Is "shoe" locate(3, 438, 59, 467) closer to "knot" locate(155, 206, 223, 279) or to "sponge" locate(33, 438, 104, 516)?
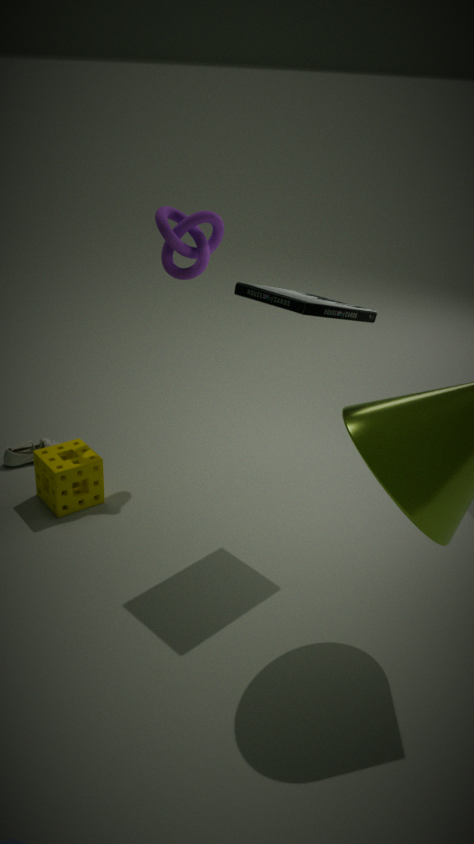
"sponge" locate(33, 438, 104, 516)
